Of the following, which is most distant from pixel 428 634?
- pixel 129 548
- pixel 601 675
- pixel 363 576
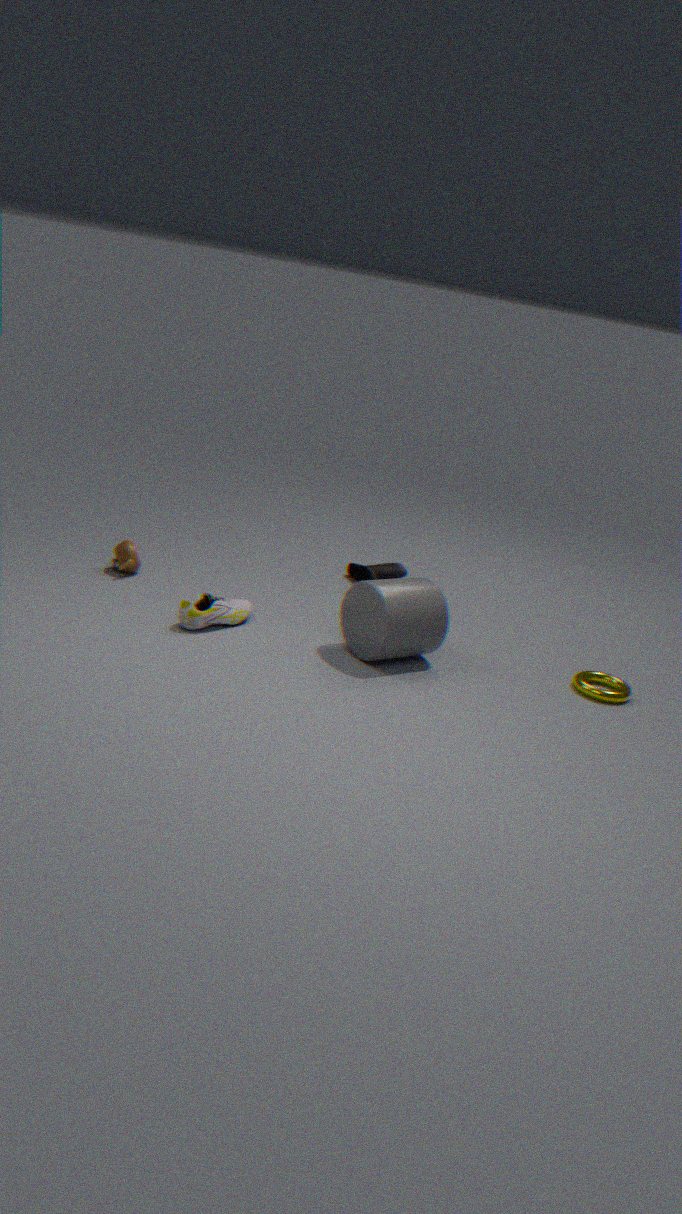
pixel 129 548
